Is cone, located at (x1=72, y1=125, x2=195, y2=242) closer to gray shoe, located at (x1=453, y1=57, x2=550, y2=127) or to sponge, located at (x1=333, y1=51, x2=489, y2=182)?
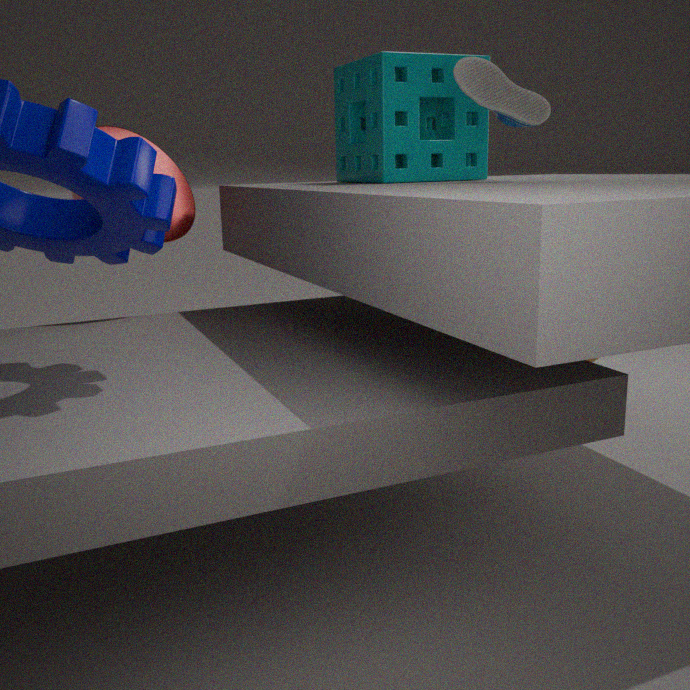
sponge, located at (x1=333, y1=51, x2=489, y2=182)
